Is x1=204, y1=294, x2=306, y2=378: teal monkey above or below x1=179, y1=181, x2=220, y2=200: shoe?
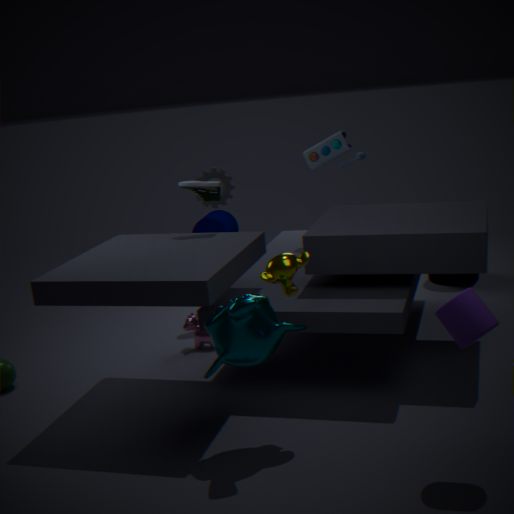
below
